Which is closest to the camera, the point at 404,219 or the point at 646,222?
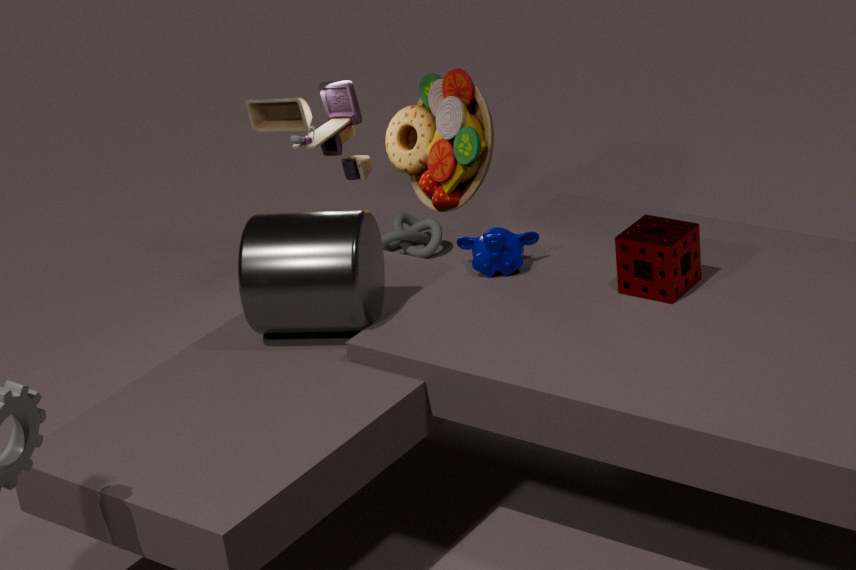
the point at 646,222
